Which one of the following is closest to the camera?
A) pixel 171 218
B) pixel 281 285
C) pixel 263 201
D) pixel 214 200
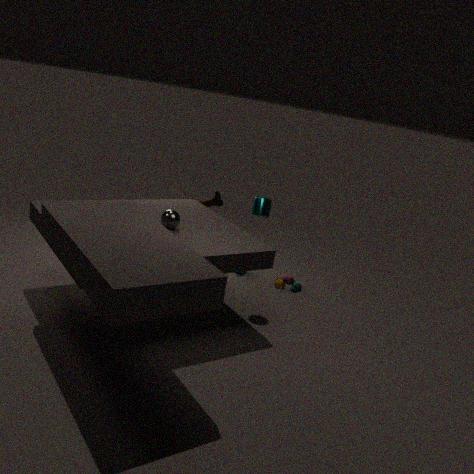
pixel 171 218
